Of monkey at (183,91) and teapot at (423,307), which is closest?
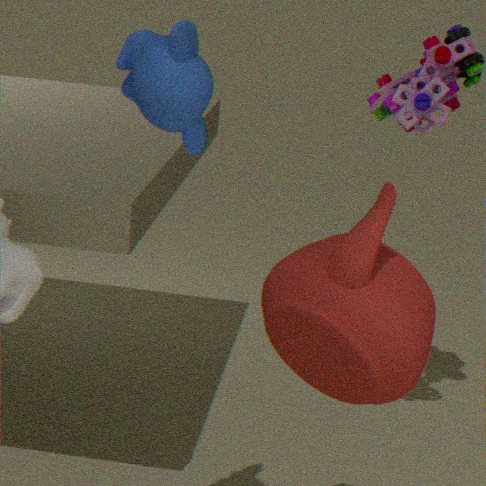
monkey at (183,91)
